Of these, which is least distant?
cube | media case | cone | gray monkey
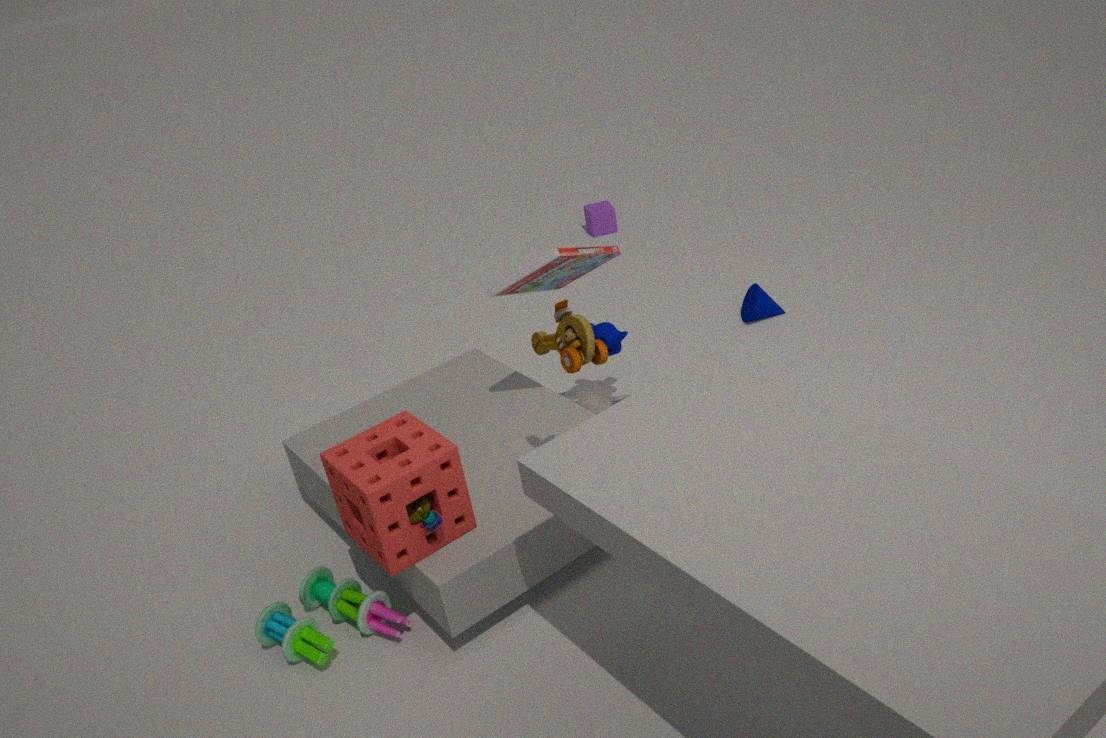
media case
